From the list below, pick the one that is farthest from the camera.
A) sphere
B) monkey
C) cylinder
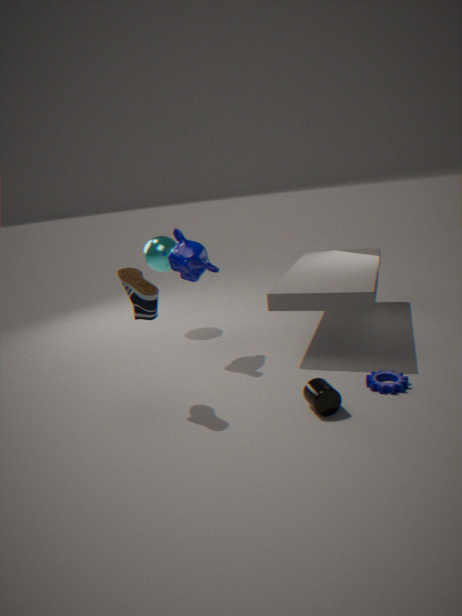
sphere
